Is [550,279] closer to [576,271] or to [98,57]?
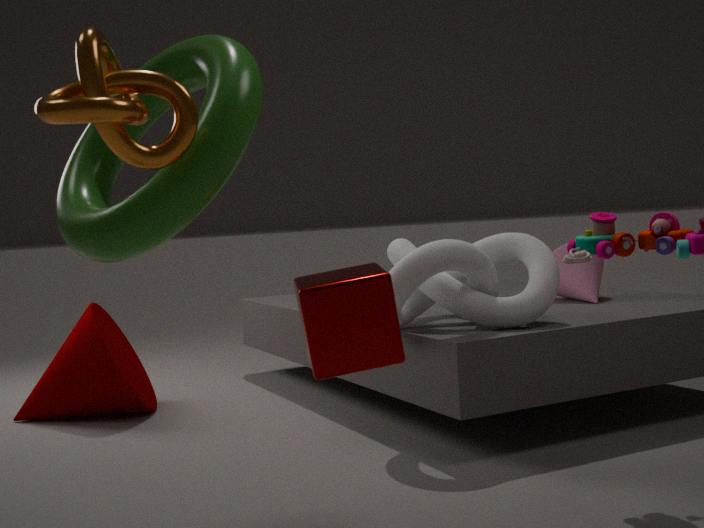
[576,271]
